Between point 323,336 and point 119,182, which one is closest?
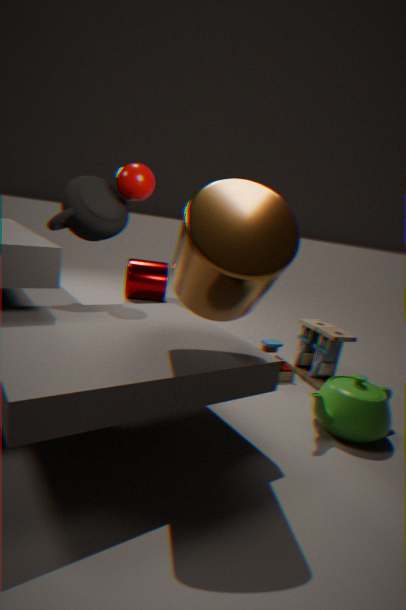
point 119,182
